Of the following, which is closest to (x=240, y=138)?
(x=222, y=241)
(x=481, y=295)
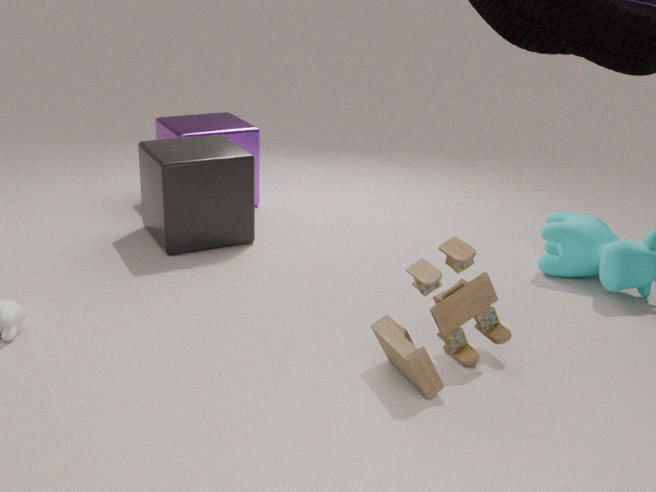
(x=222, y=241)
